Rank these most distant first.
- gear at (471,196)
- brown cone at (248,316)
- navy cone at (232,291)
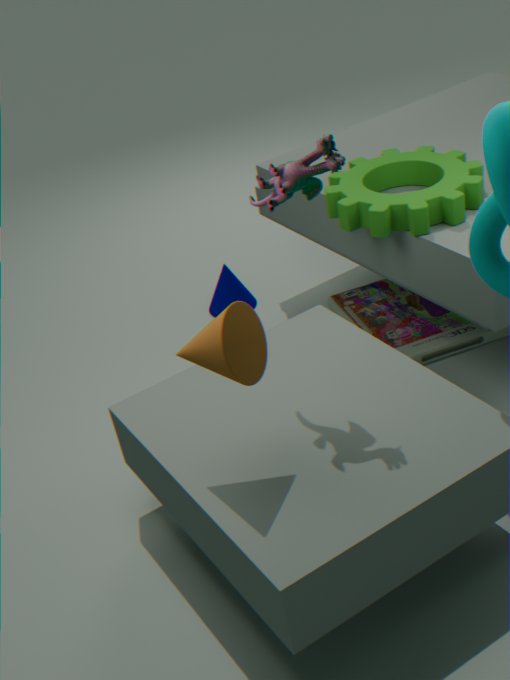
navy cone at (232,291), gear at (471,196), brown cone at (248,316)
